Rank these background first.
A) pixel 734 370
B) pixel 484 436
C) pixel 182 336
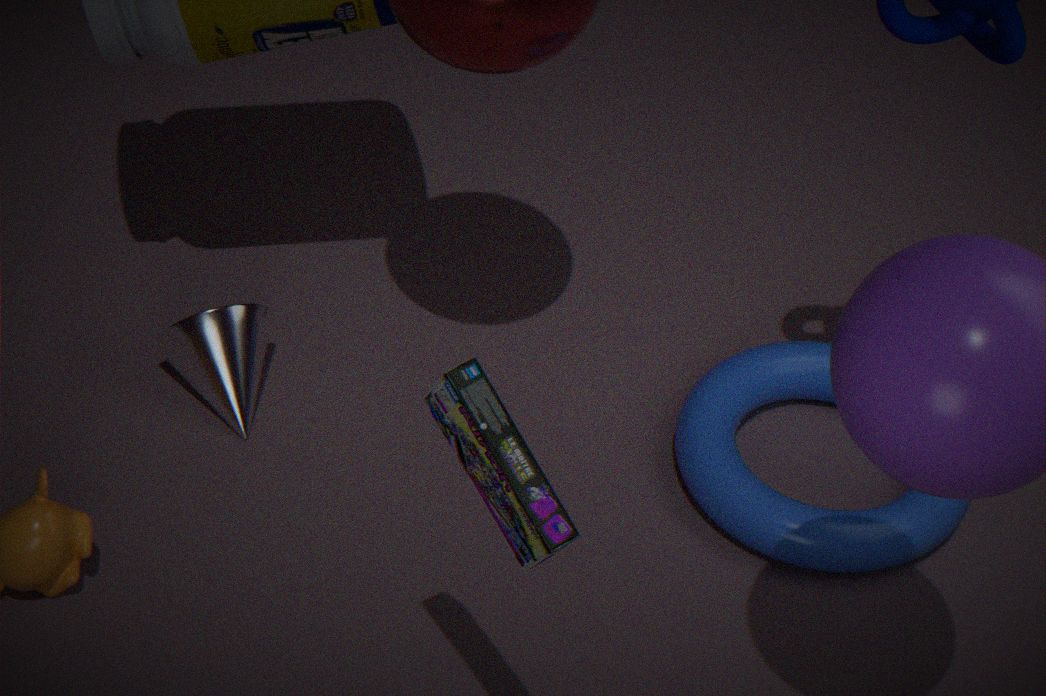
pixel 734 370
pixel 182 336
pixel 484 436
